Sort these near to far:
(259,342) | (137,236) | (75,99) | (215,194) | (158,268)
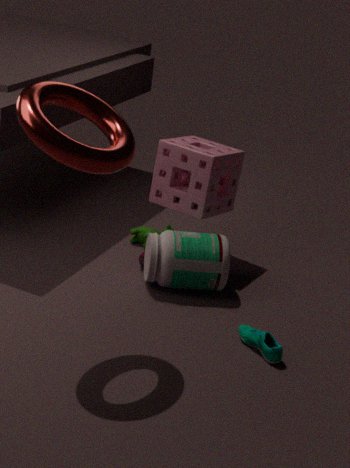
(75,99), (259,342), (158,268), (215,194), (137,236)
